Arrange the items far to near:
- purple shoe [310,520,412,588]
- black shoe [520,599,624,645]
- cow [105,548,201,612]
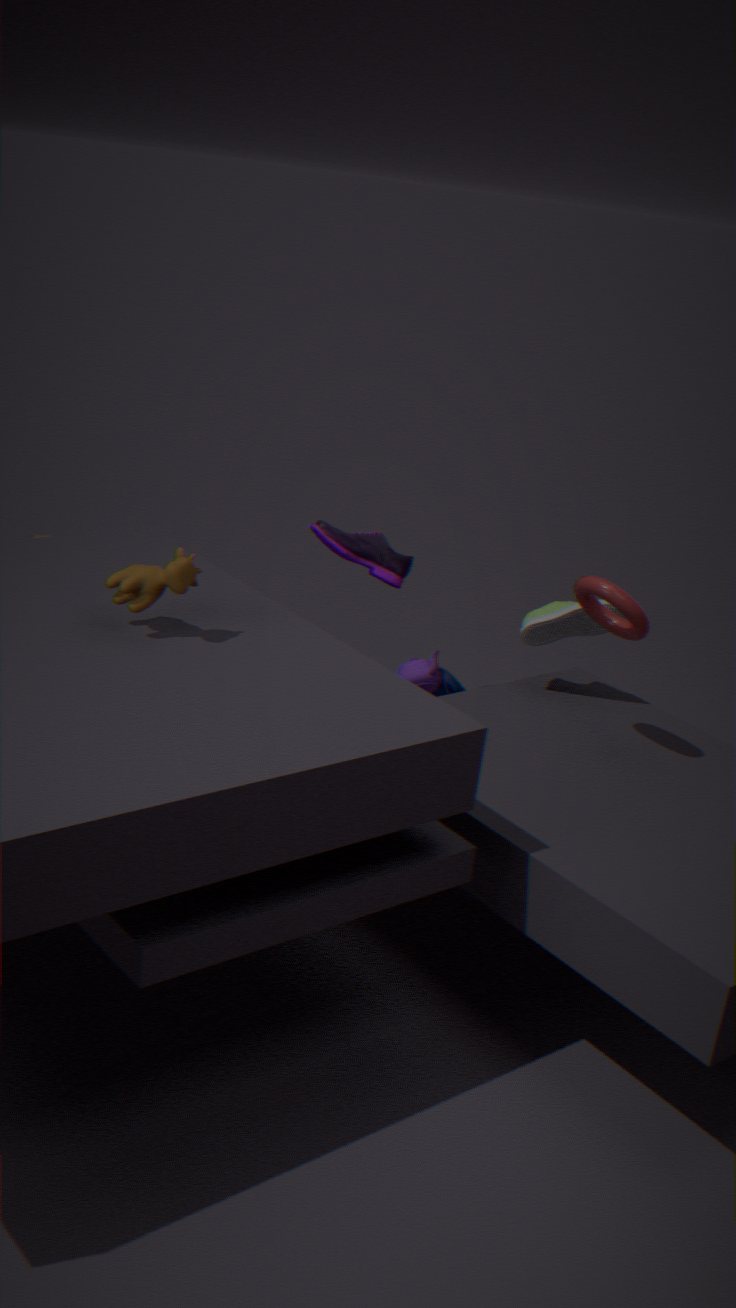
1. purple shoe [310,520,412,588]
2. black shoe [520,599,624,645]
3. cow [105,548,201,612]
